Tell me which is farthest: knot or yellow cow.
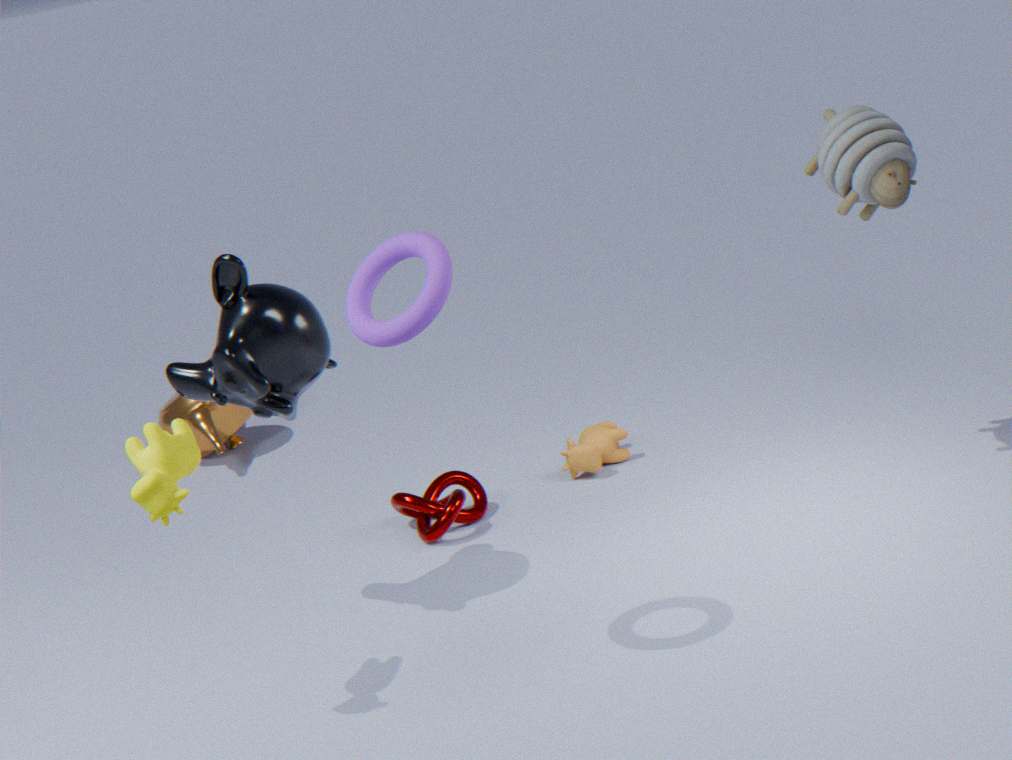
knot
